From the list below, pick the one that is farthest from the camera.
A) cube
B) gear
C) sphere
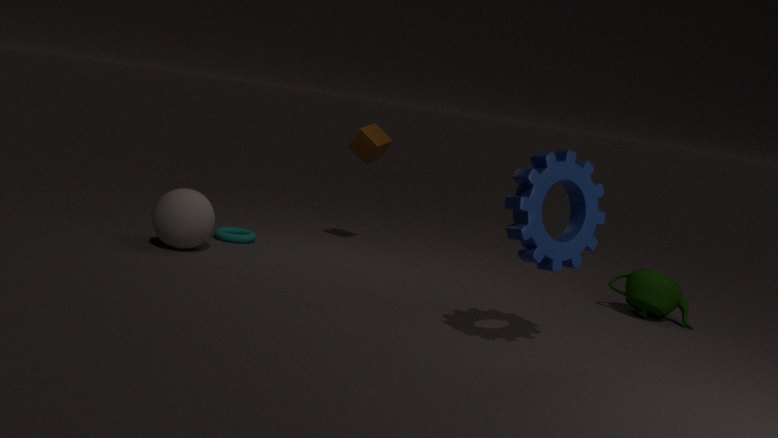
cube
